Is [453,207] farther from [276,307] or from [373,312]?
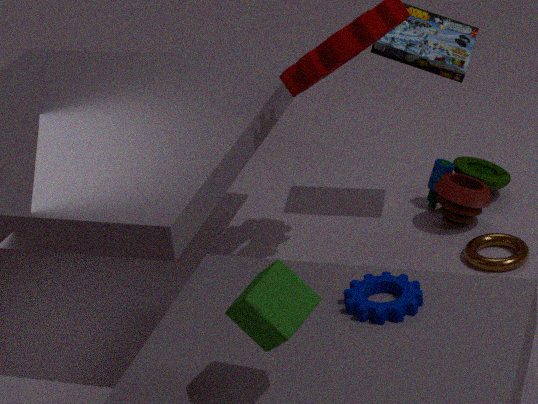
[276,307]
